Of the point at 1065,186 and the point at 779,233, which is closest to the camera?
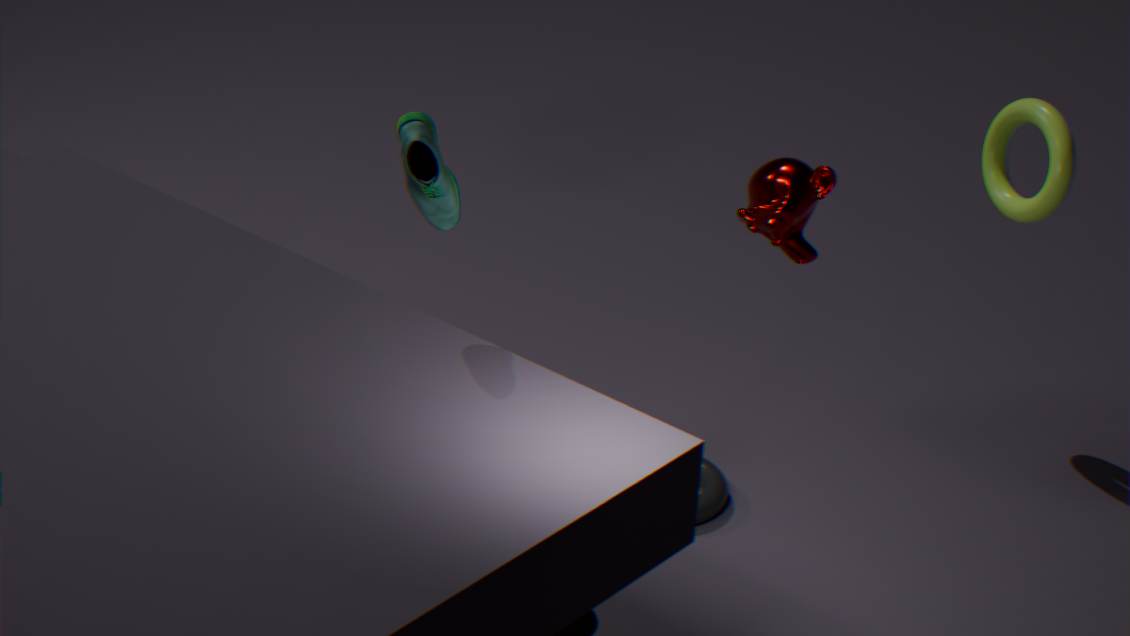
the point at 779,233
